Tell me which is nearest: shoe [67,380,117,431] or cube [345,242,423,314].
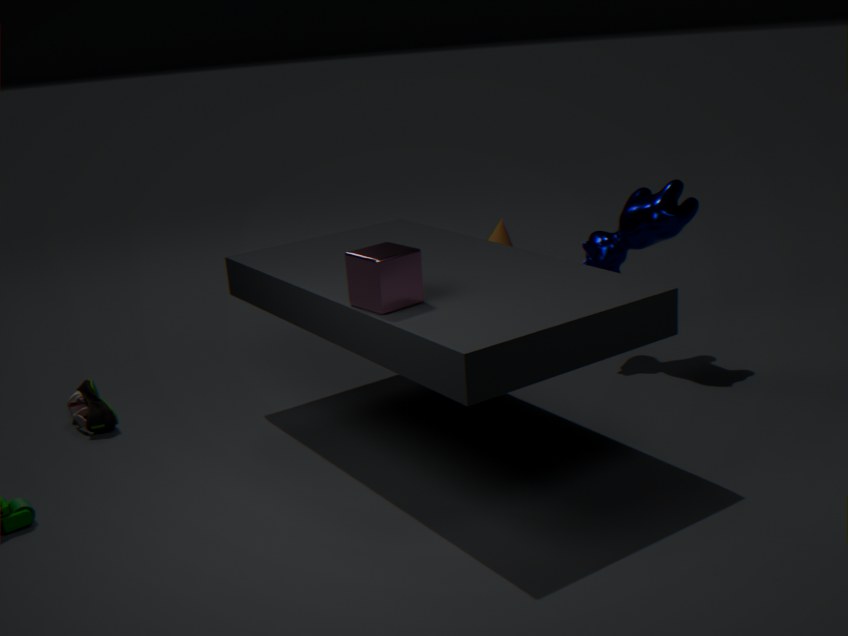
cube [345,242,423,314]
